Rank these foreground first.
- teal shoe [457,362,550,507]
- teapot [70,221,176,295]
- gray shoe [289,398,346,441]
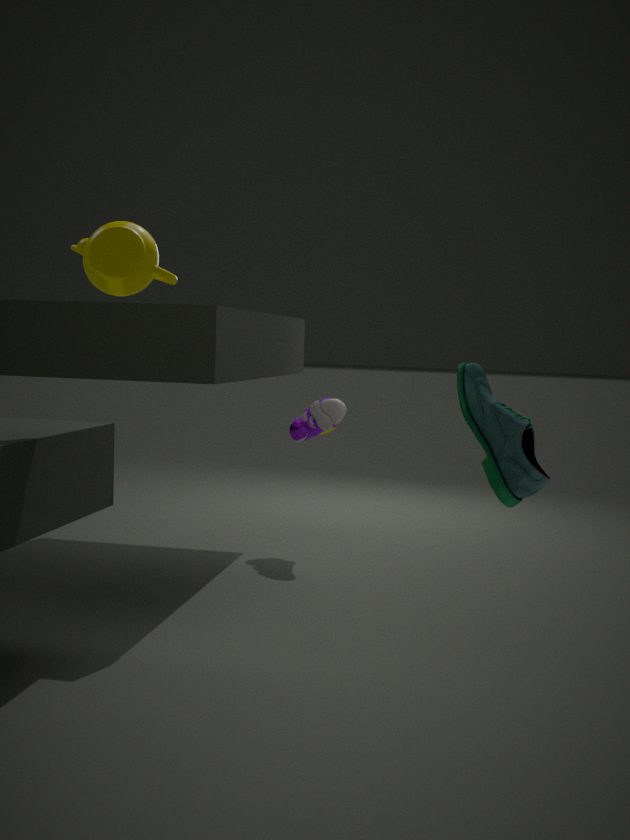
teal shoe [457,362,550,507]
teapot [70,221,176,295]
gray shoe [289,398,346,441]
